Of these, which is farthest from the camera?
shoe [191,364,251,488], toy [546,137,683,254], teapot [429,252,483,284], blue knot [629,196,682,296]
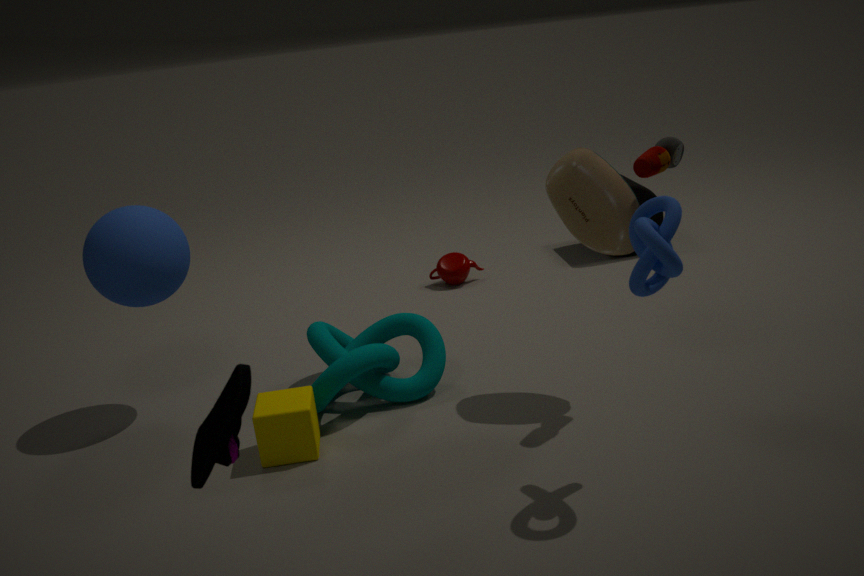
teapot [429,252,483,284]
